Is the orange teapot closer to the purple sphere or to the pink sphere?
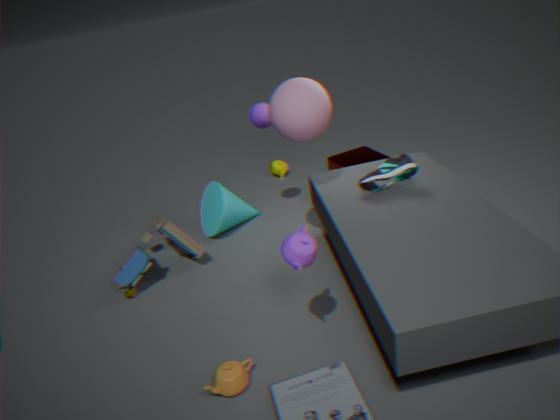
the pink sphere
